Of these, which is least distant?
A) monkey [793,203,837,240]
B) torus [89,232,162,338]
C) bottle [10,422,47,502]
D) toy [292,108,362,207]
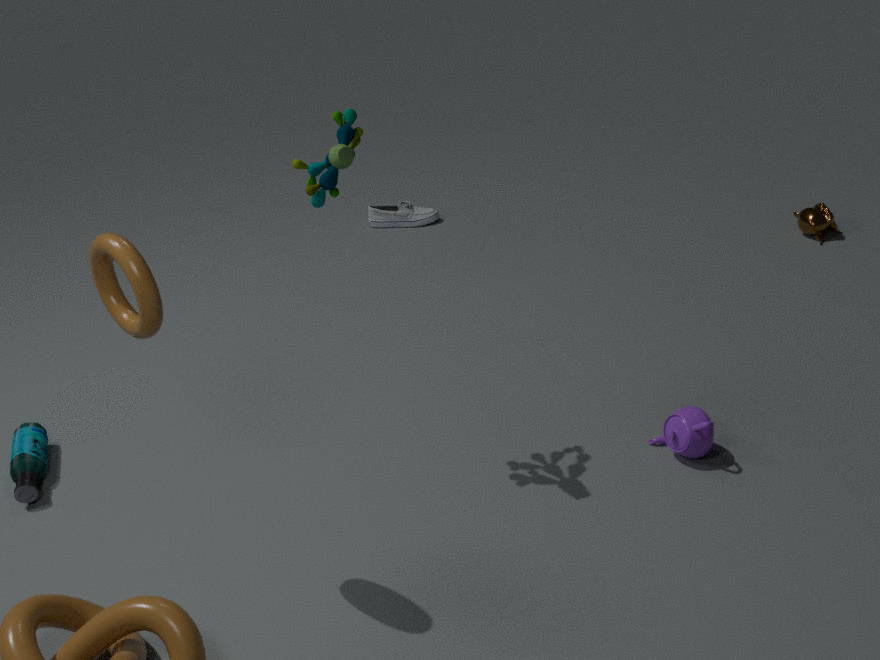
torus [89,232,162,338]
